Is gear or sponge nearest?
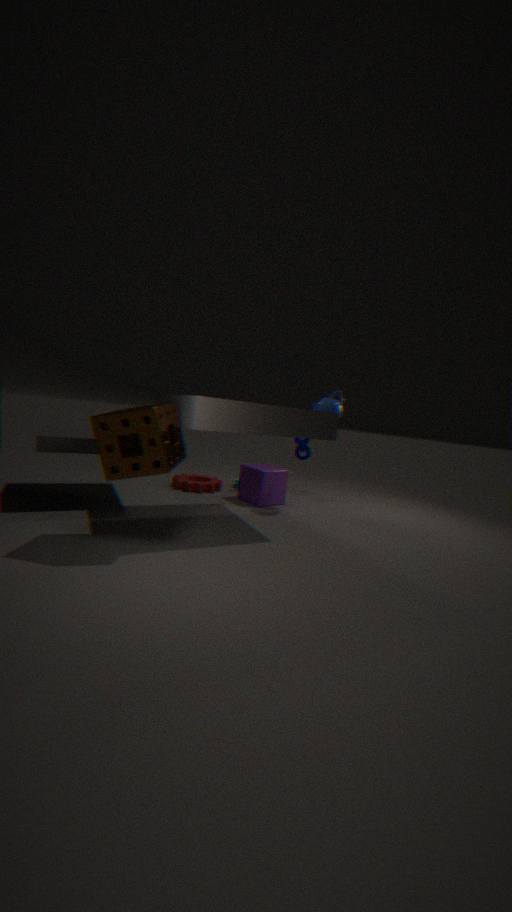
sponge
